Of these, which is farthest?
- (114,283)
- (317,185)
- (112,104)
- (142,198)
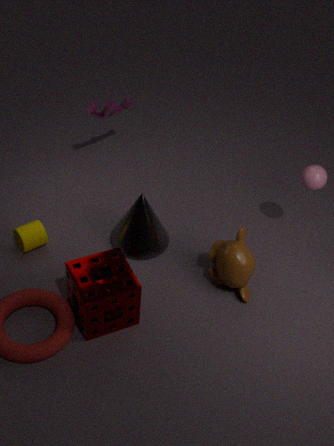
(112,104)
